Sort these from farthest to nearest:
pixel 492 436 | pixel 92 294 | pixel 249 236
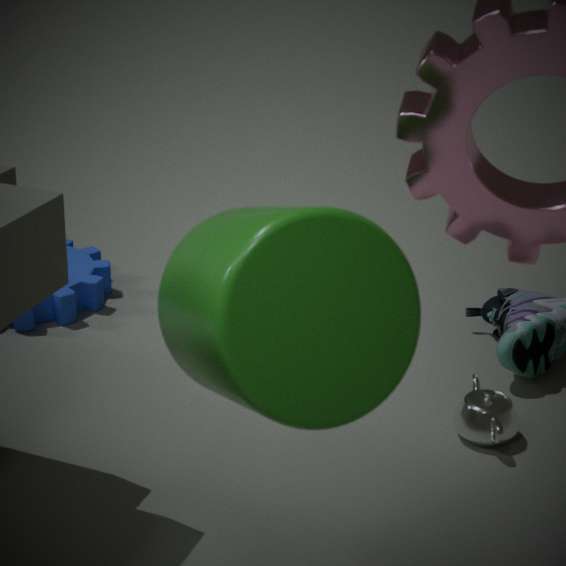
pixel 92 294 < pixel 492 436 < pixel 249 236
